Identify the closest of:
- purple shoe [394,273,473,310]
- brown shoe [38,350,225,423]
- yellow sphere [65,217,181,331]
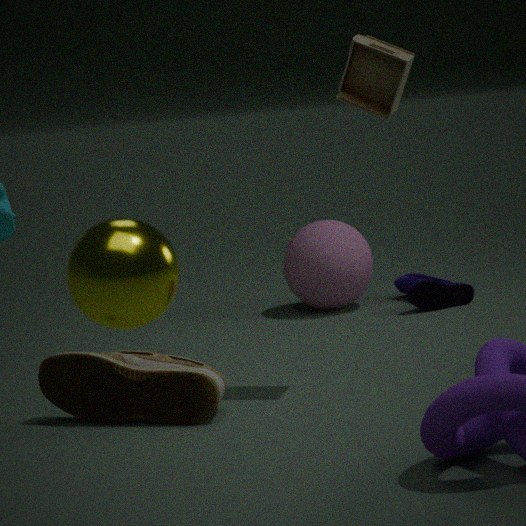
yellow sphere [65,217,181,331]
